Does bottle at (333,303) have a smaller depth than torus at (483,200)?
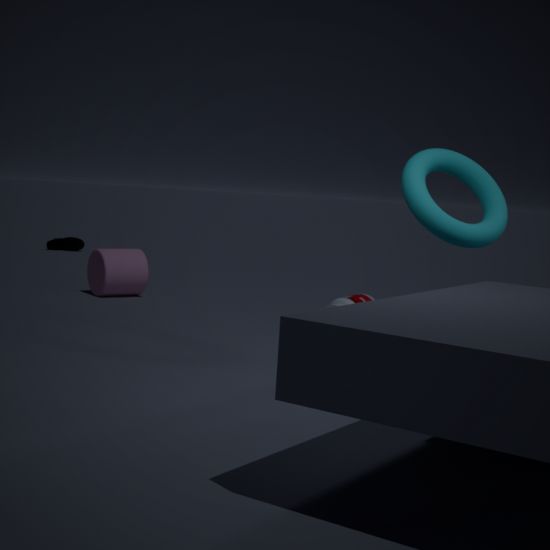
No
